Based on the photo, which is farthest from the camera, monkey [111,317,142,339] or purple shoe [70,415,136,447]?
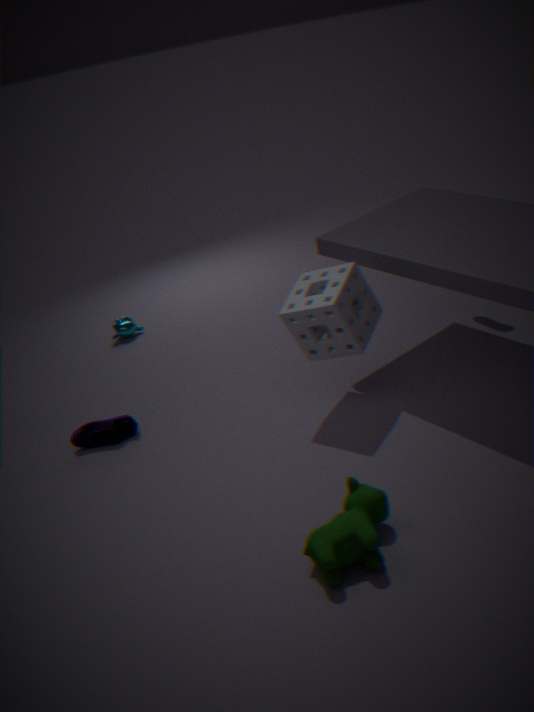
monkey [111,317,142,339]
